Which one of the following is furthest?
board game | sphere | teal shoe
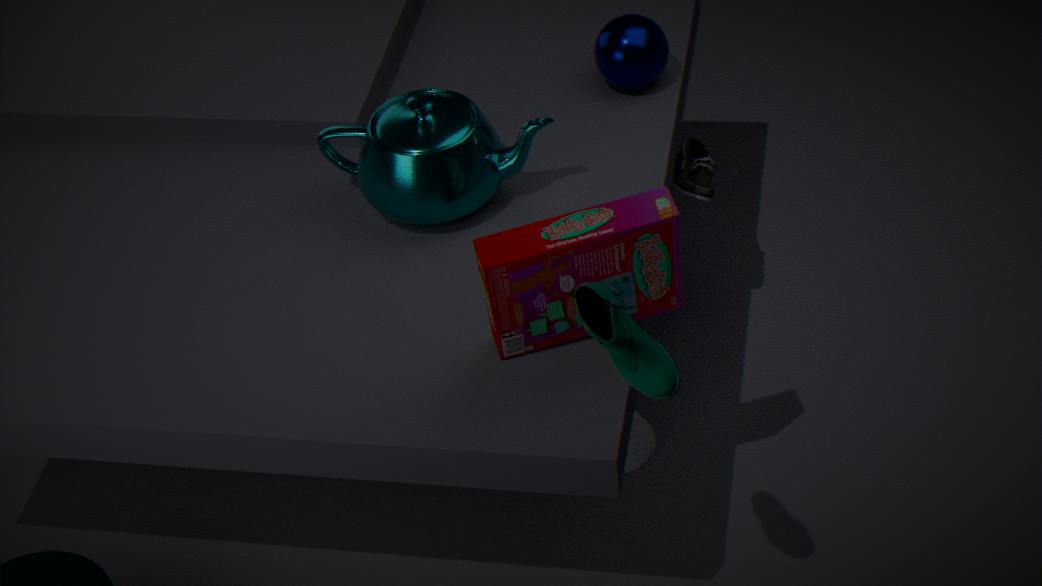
sphere
